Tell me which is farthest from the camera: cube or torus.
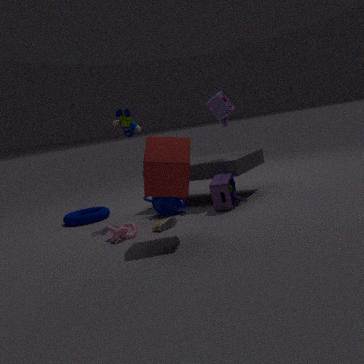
torus
